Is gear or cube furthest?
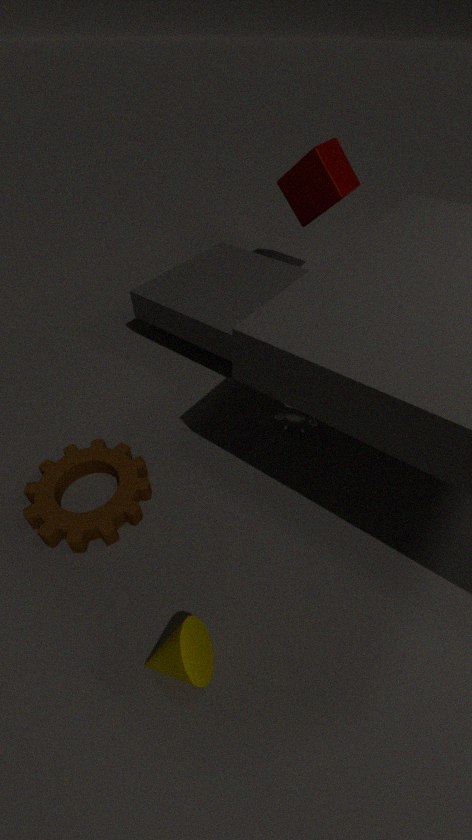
cube
